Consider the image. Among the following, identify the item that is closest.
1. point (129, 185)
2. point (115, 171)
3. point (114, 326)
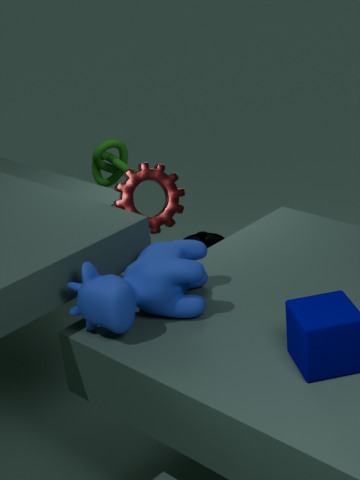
point (114, 326)
